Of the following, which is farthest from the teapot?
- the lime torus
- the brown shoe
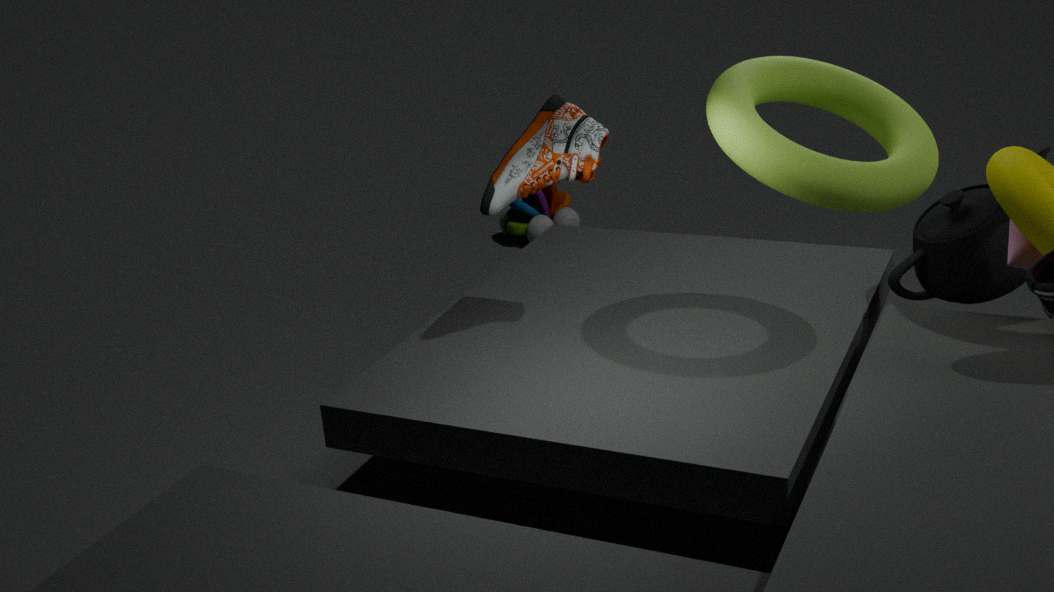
the brown shoe
